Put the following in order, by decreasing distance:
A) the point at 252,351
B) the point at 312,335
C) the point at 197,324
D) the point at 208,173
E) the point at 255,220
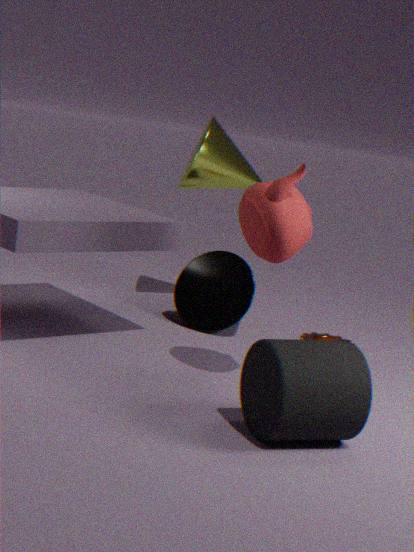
the point at 208,173
the point at 312,335
the point at 197,324
the point at 255,220
the point at 252,351
